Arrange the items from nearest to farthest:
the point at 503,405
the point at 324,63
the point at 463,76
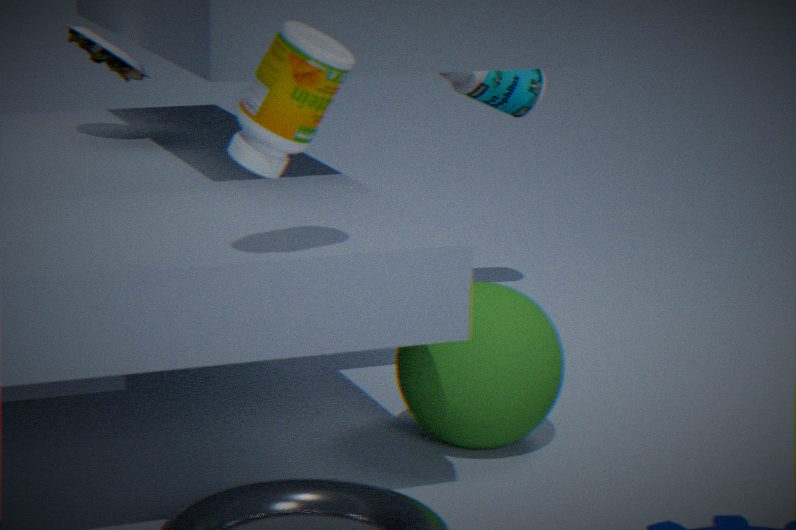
the point at 324,63 → the point at 503,405 → the point at 463,76
